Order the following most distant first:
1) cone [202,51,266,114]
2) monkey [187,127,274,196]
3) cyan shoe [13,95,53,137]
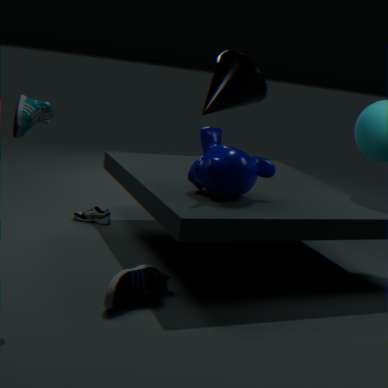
1. cone [202,51,266,114] < 2. monkey [187,127,274,196] < 3. cyan shoe [13,95,53,137]
